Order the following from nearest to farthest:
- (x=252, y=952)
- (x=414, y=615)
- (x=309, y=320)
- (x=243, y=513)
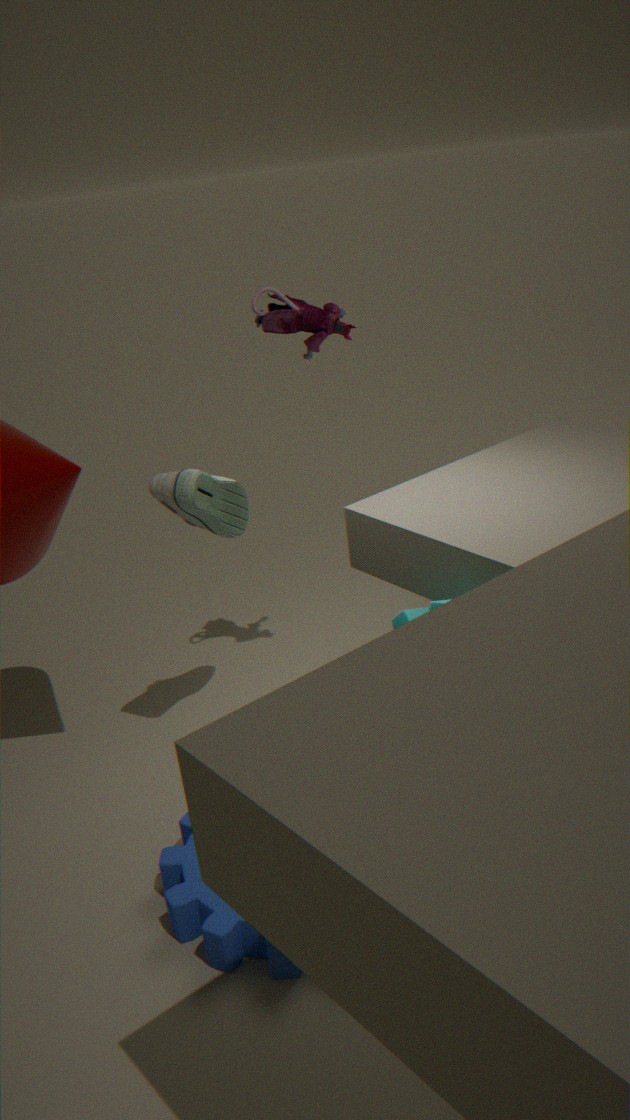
1. (x=252, y=952)
2. (x=414, y=615)
3. (x=309, y=320)
4. (x=243, y=513)
